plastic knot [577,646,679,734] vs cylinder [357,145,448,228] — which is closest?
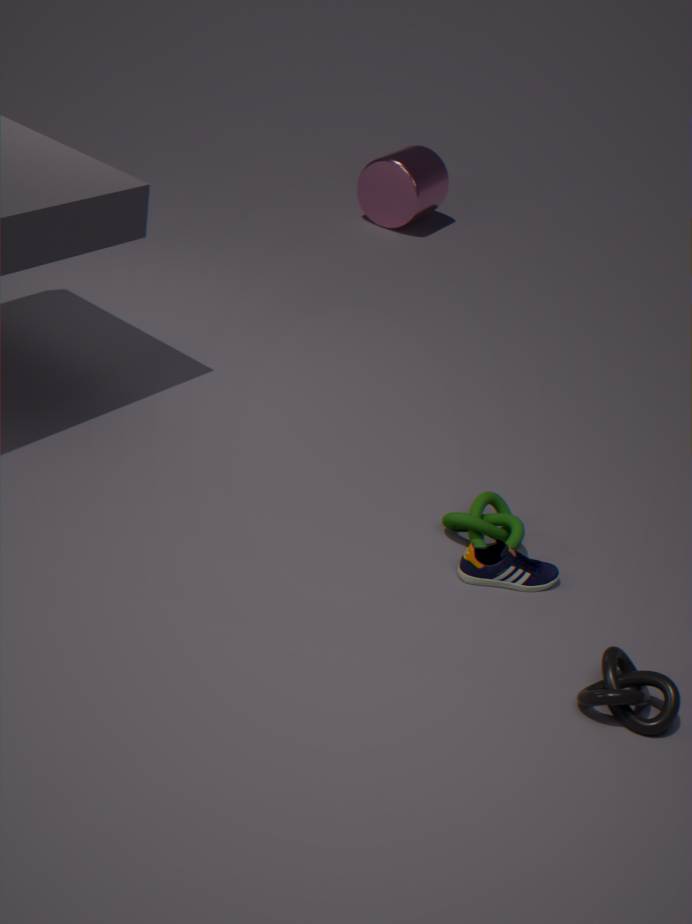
plastic knot [577,646,679,734]
